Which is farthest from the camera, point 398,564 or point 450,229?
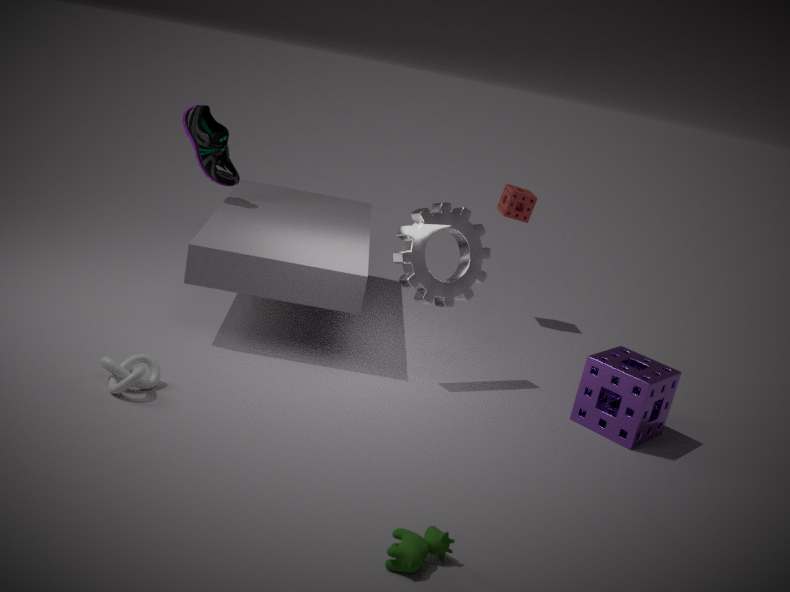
point 450,229
